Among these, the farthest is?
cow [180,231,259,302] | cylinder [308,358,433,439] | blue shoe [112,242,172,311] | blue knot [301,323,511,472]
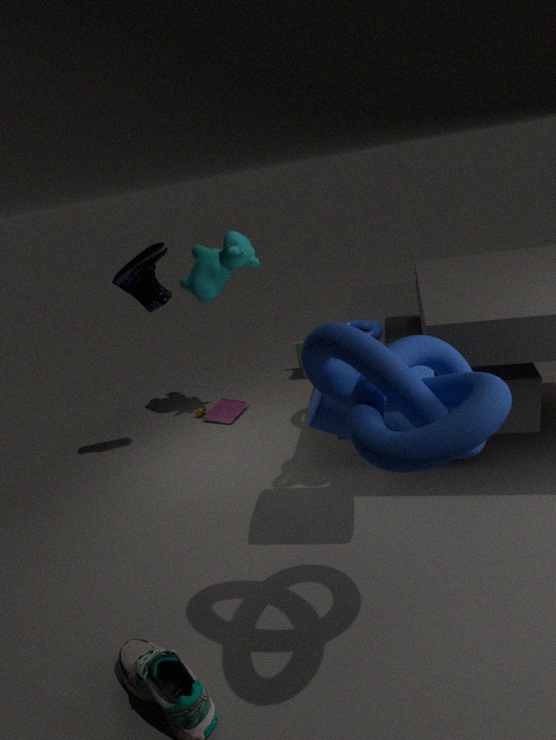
cow [180,231,259,302]
